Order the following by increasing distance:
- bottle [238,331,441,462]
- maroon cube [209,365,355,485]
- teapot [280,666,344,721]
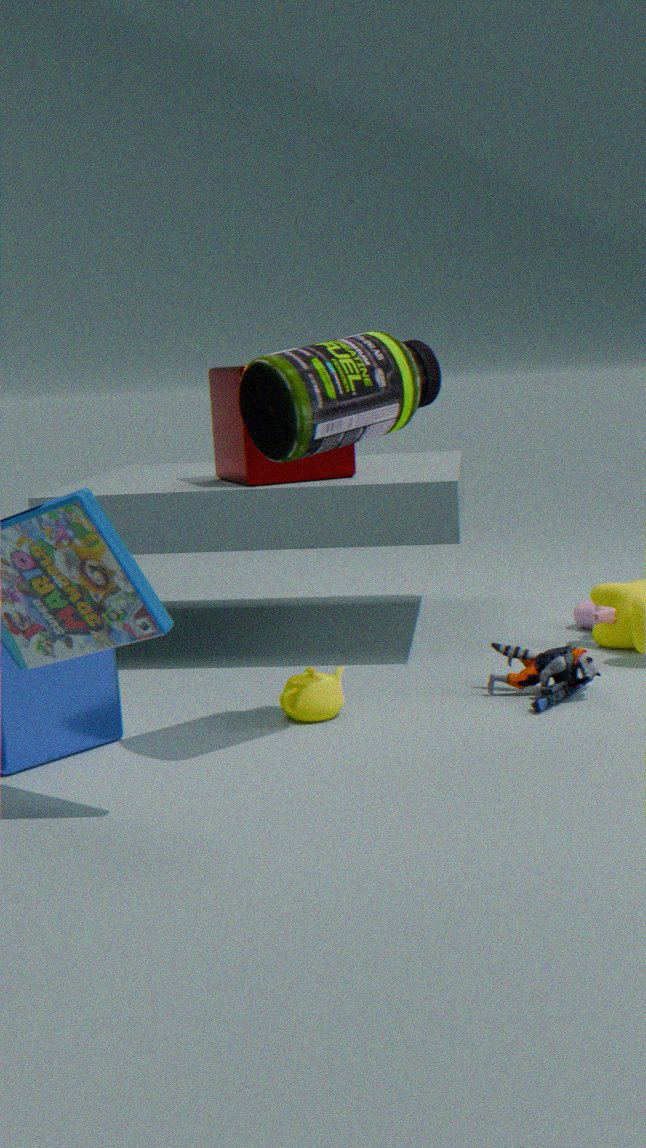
bottle [238,331,441,462] → teapot [280,666,344,721] → maroon cube [209,365,355,485]
